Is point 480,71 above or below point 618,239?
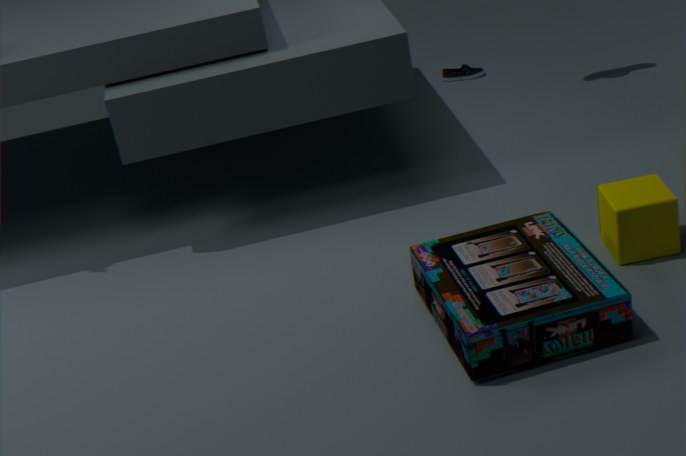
below
